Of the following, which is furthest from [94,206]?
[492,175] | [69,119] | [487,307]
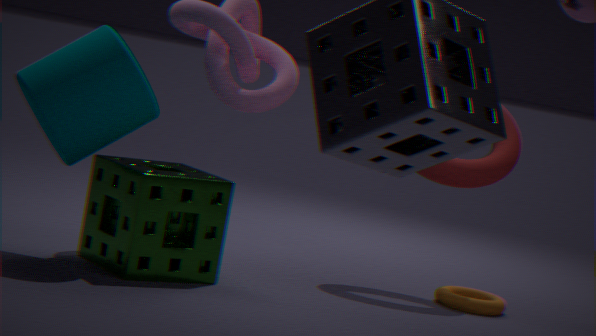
[487,307]
